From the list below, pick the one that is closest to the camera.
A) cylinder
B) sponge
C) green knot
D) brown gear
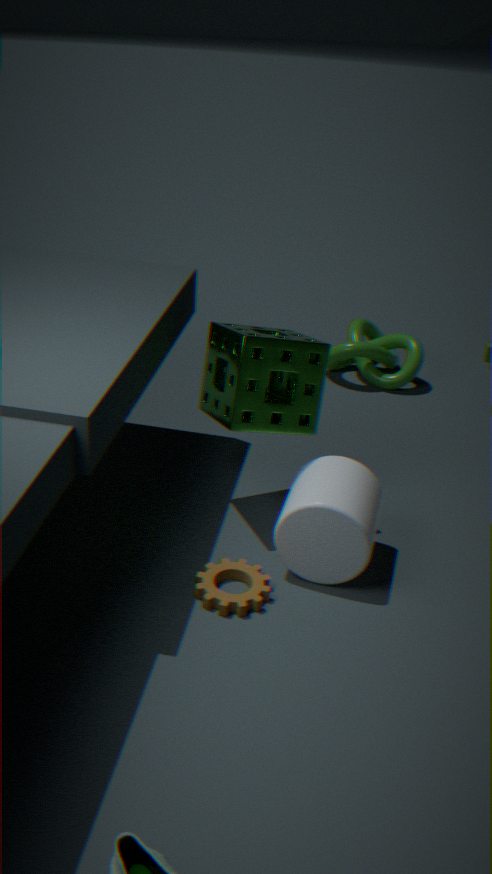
brown gear
